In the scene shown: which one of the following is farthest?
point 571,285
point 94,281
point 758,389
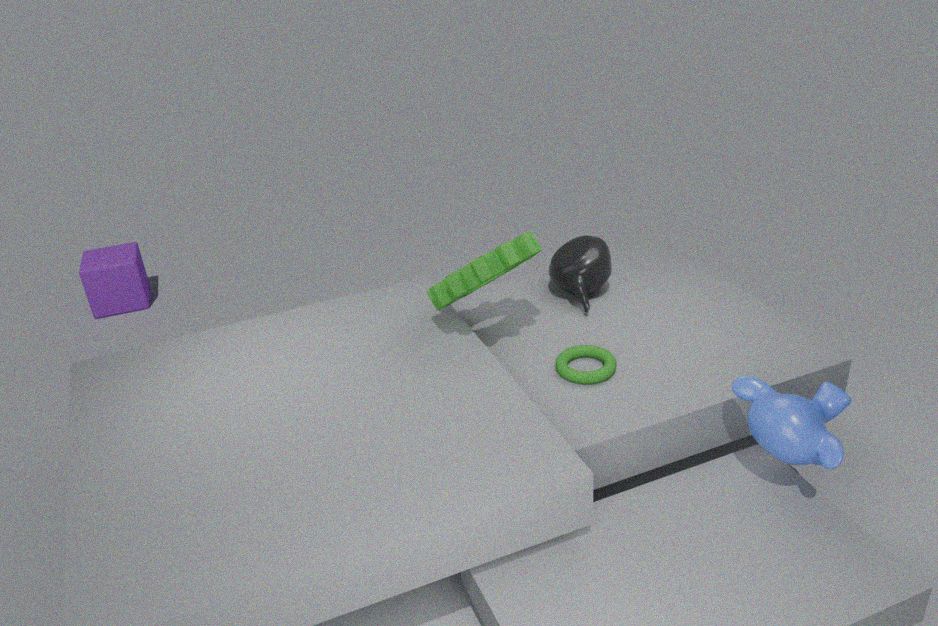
point 94,281
